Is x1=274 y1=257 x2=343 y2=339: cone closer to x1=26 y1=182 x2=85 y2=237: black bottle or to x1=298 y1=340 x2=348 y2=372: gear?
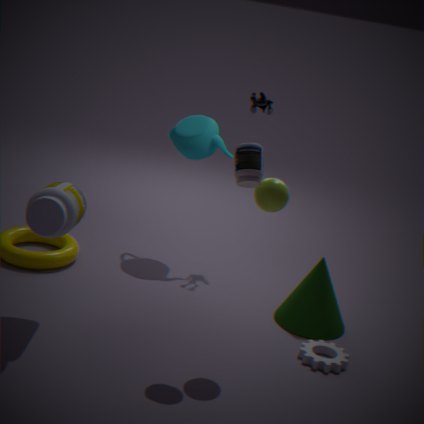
x1=298 y1=340 x2=348 y2=372: gear
